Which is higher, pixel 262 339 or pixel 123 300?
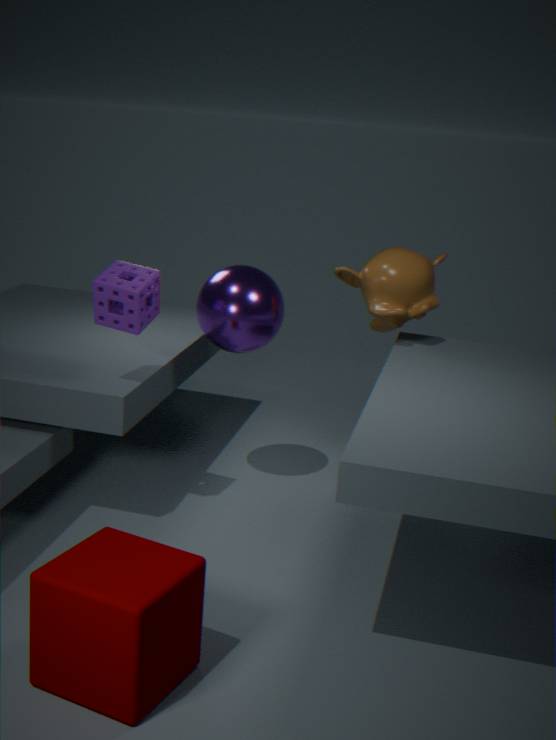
pixel 123 300
